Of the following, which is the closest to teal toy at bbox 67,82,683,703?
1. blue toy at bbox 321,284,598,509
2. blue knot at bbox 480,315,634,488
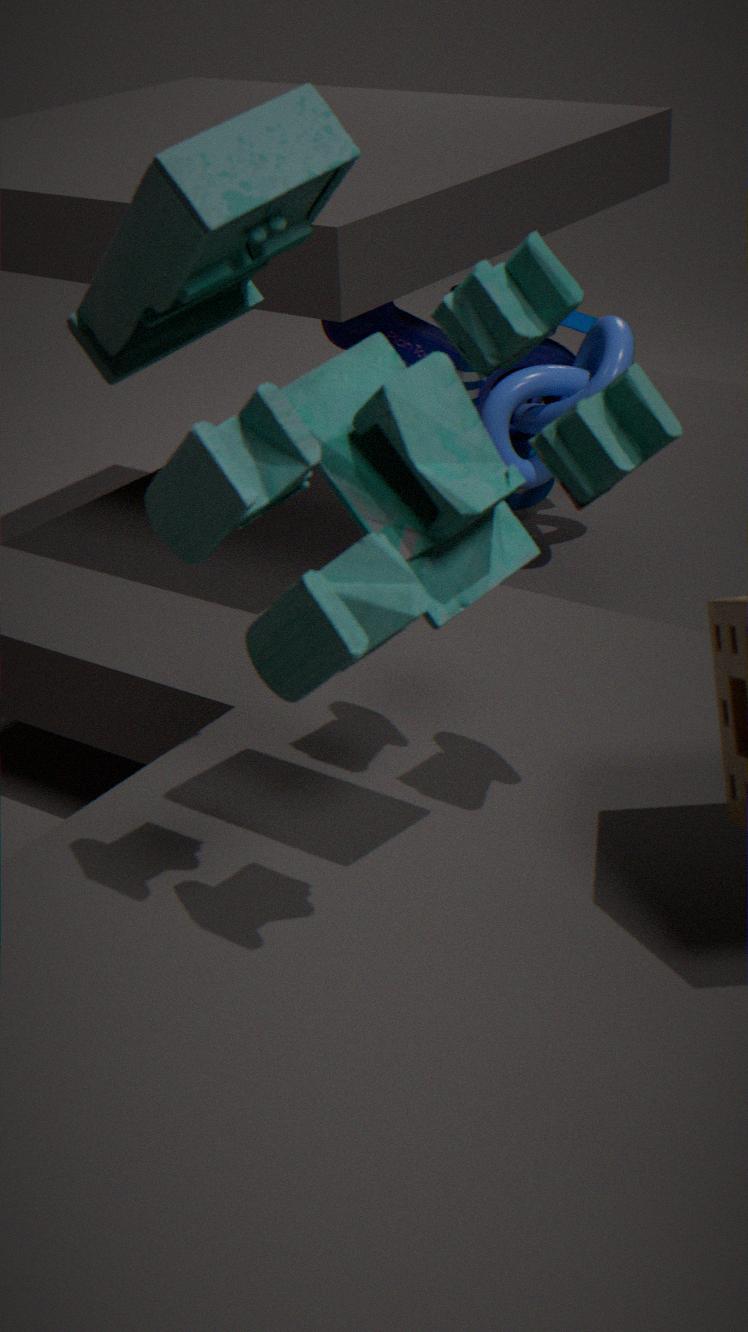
blue knot at bbox 480,315,634,488
